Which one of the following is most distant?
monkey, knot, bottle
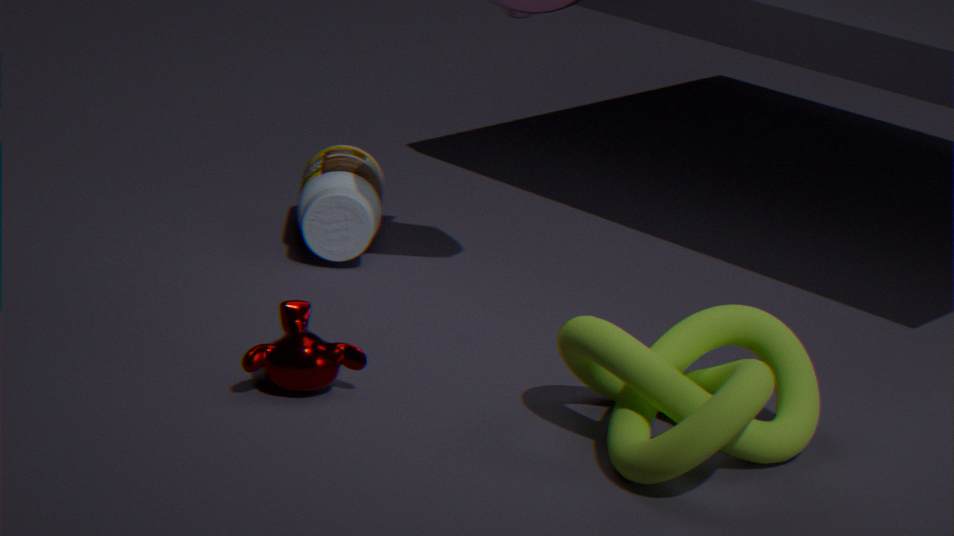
bottle
